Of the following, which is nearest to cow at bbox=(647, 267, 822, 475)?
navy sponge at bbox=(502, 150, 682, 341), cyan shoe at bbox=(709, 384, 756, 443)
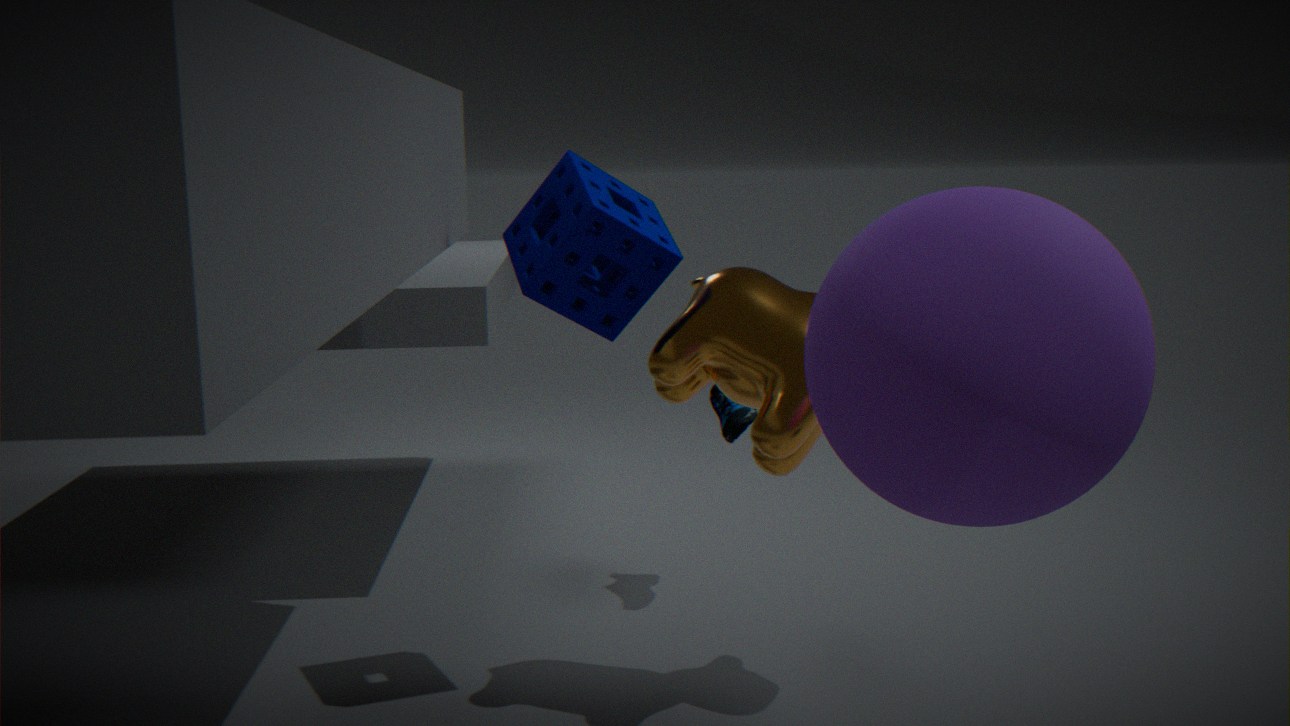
navy sponge at bbox=(502, 150, 682, 341)
